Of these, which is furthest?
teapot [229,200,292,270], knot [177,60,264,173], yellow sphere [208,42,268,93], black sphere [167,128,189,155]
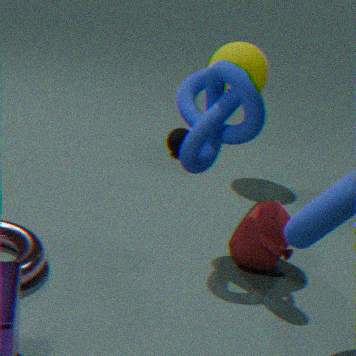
black sphere [167,128,189,155]
